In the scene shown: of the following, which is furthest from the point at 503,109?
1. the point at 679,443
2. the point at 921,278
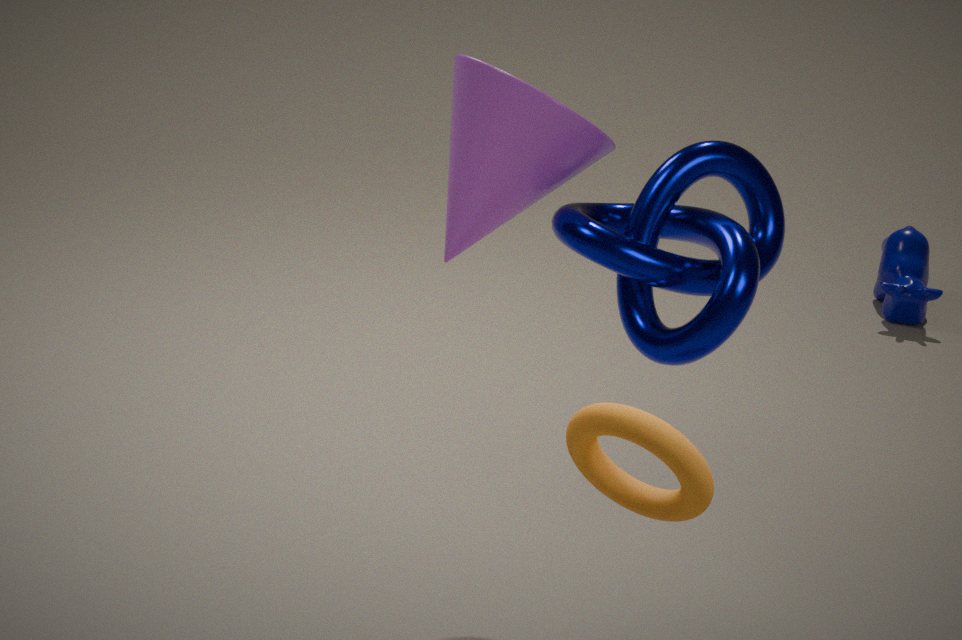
the point at 921,278
